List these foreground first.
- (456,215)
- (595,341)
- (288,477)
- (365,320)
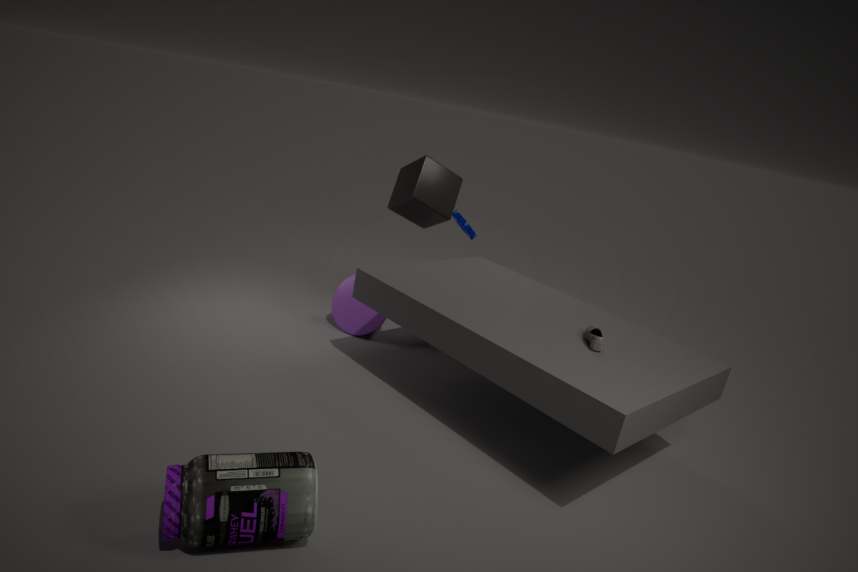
(288,477), (595,341), (365,320), (456,215)
